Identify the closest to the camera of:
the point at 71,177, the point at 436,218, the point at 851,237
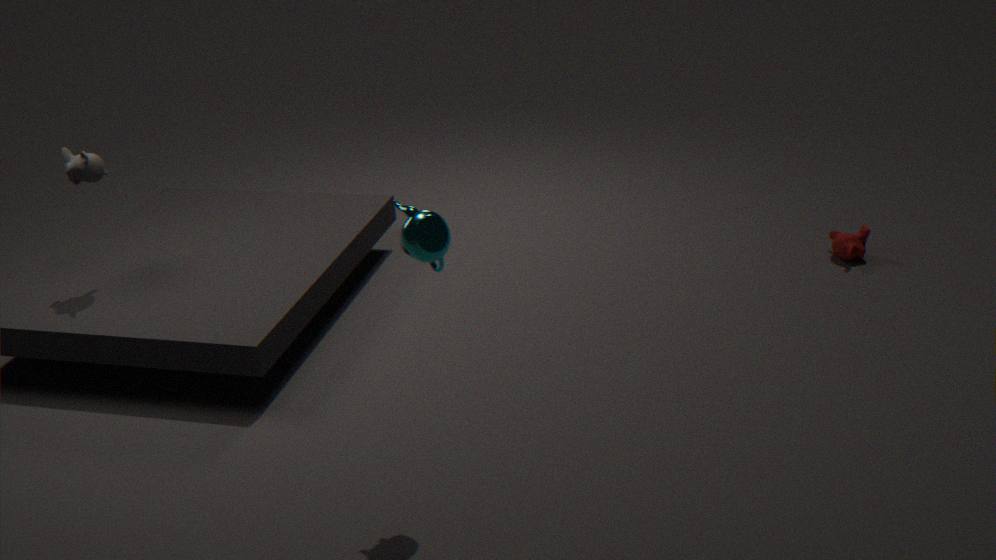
the point at 436,218
